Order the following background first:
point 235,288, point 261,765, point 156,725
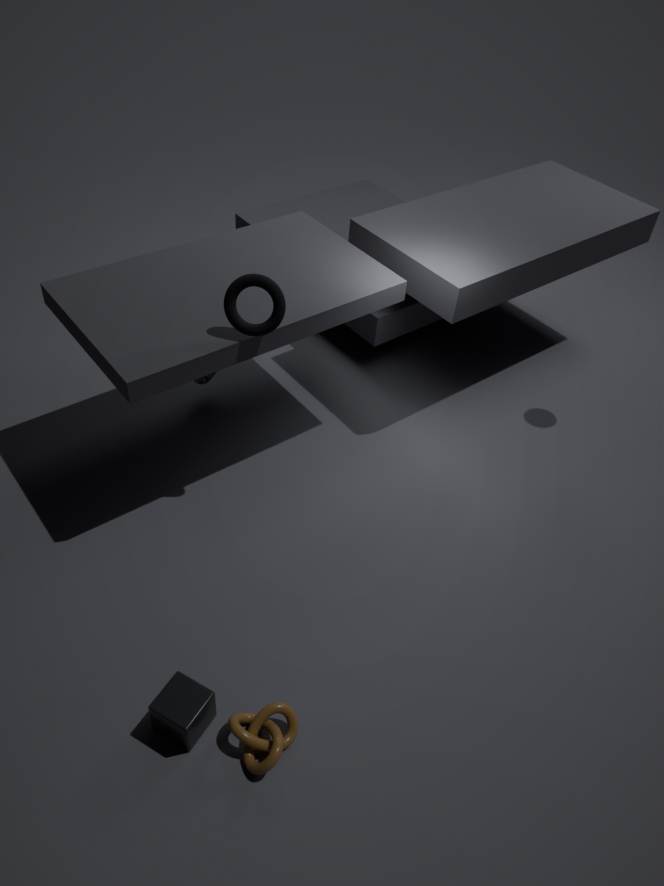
point 235,288, point 156,725, point 261,765
